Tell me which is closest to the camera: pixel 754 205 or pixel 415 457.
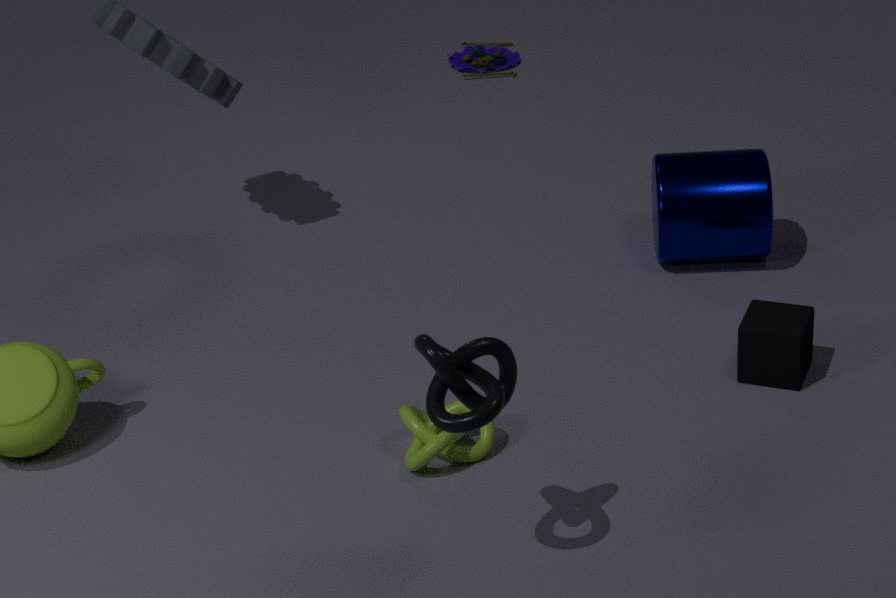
pixel 415 457
